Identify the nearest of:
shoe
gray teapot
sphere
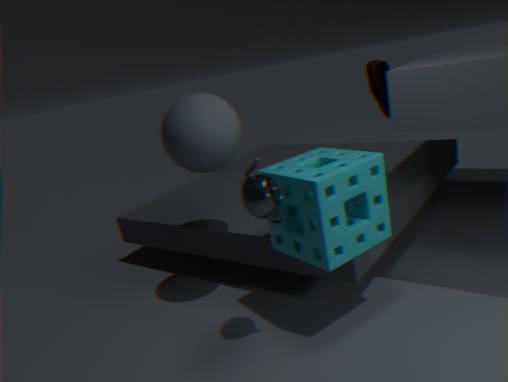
gray teapot
